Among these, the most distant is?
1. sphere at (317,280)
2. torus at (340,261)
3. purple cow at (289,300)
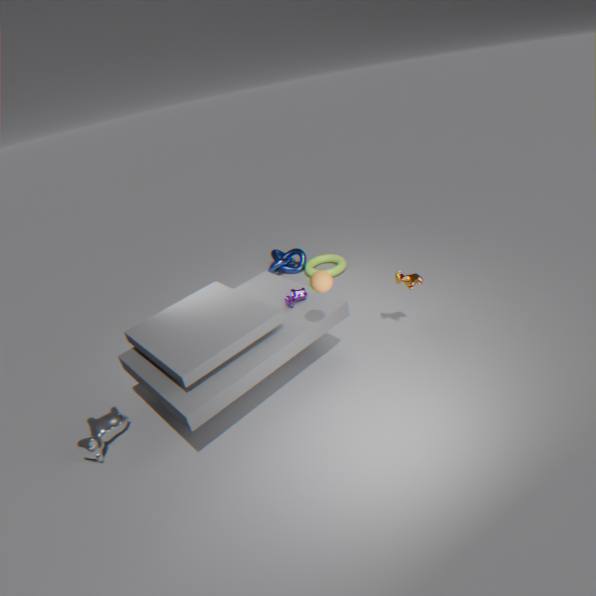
torus at (340,261)
